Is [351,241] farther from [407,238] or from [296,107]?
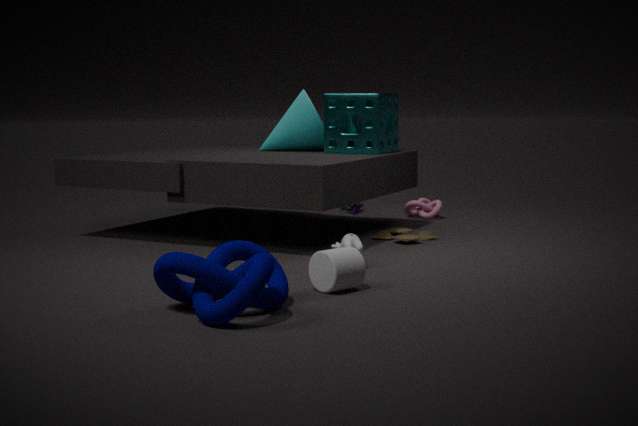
[296,107]
